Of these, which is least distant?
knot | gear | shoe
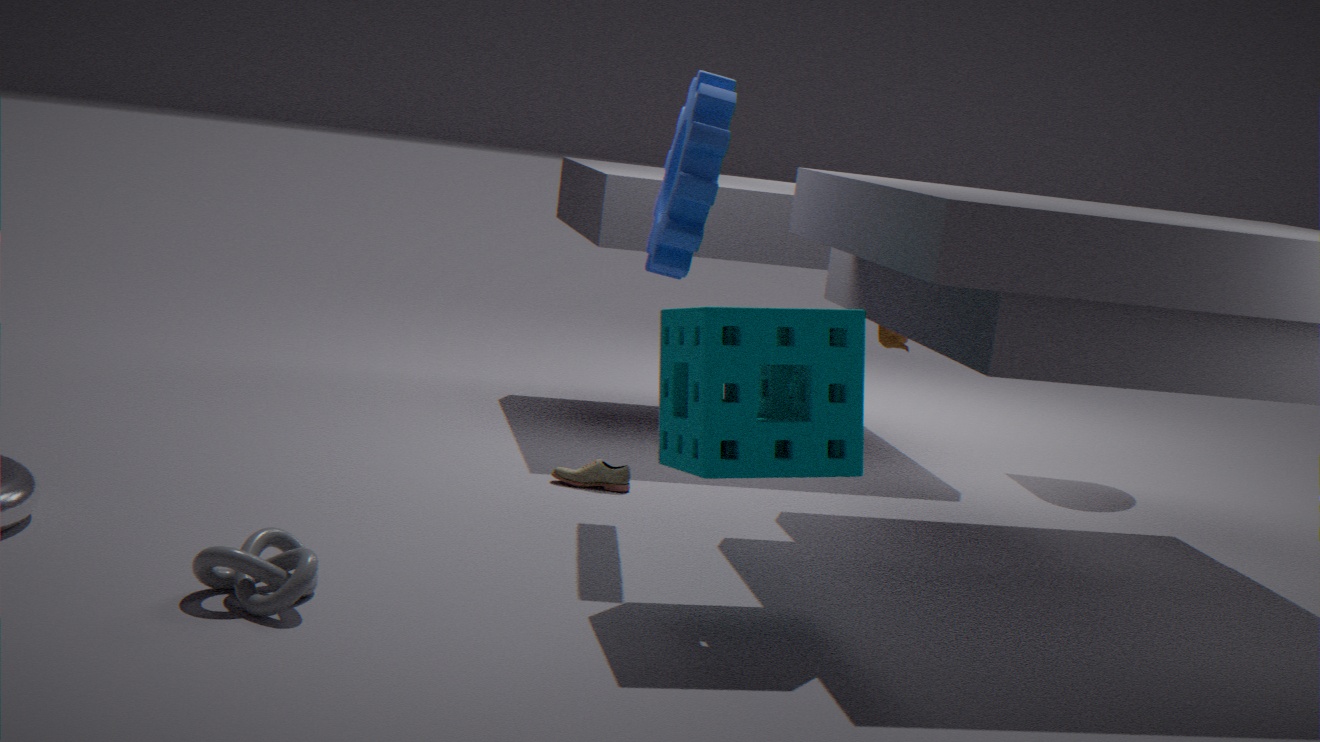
knot
